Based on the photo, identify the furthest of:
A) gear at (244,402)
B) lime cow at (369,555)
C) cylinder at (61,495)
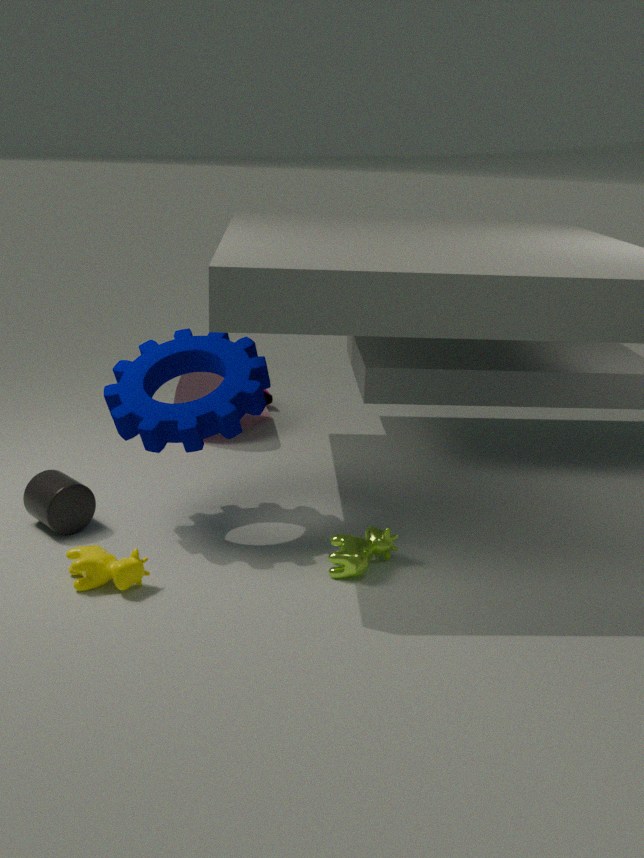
cylinder at (61,495)
